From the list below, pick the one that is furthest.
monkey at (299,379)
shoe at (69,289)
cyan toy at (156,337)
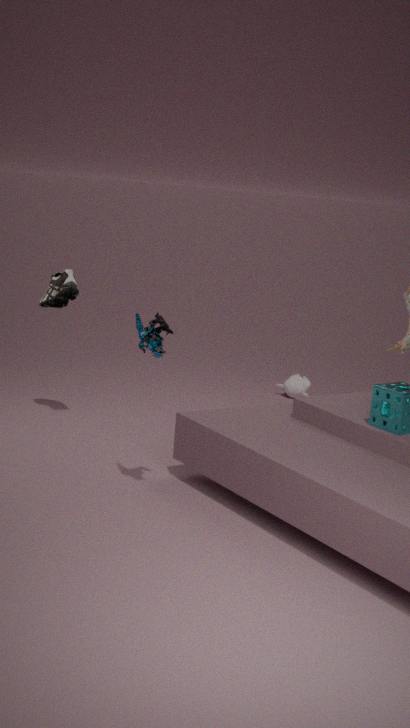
monkey at (299,379)
